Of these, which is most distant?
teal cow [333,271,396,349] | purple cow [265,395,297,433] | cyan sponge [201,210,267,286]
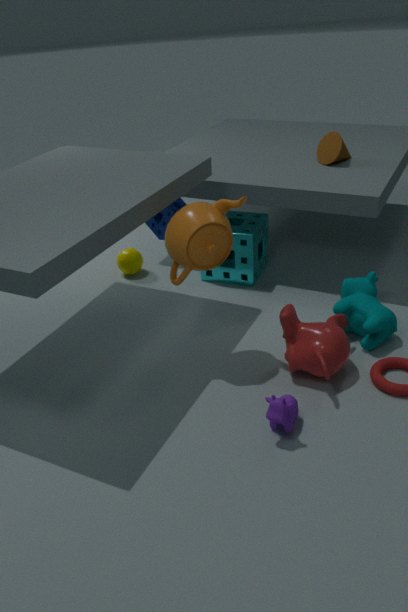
cyan sponge [201,210,267,286]
